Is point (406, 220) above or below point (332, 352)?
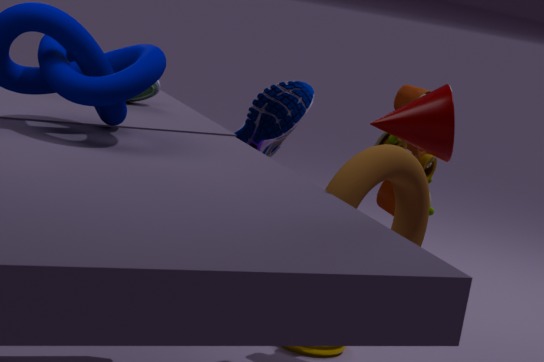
above
